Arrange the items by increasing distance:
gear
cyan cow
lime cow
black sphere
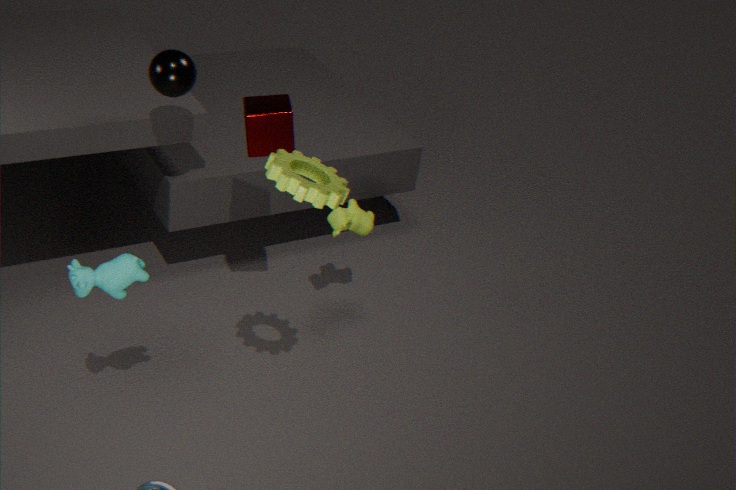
1. gear
2. cyan cow
3. black sphere
4. lime cow
